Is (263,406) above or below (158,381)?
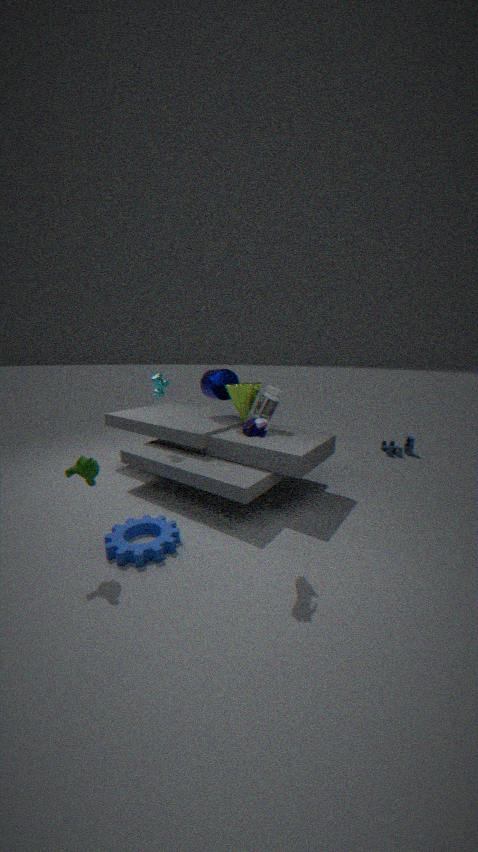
below
